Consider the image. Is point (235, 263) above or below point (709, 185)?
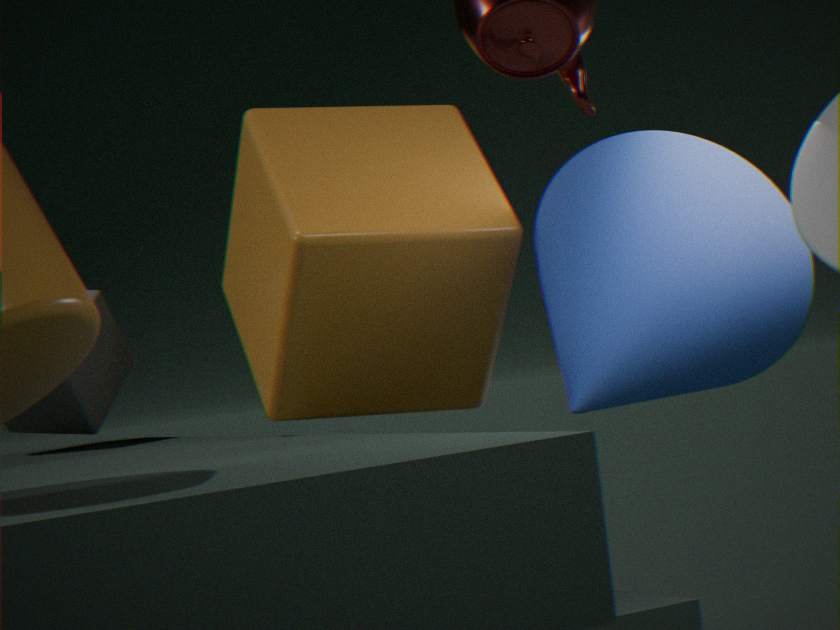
above
